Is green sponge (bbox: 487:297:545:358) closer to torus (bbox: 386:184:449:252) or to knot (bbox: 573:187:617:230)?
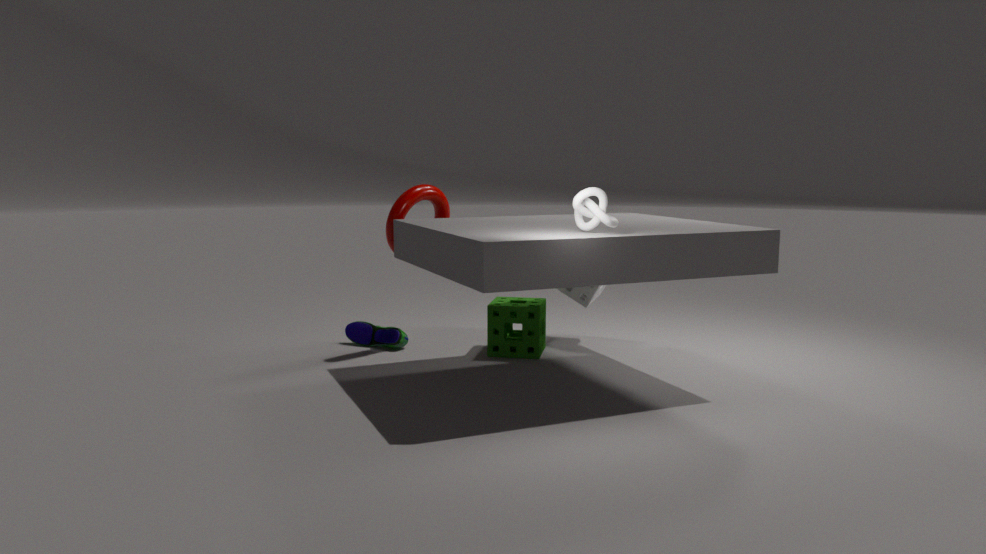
torus (bbox: 386:184:449:252)
